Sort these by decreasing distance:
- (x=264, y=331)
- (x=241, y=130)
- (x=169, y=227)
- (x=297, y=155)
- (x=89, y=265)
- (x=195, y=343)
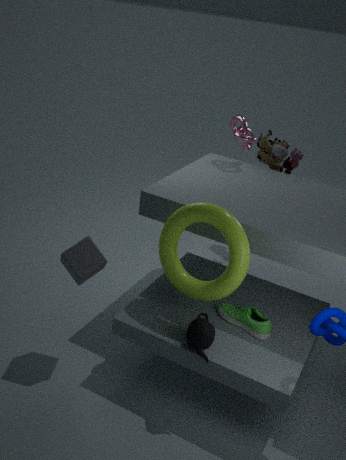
(x=297, y=155)
(x=241, y=130)
(x=169, y=227)
(x=89, y=265)
(x=264, y=331)
(x=195, y=343)
